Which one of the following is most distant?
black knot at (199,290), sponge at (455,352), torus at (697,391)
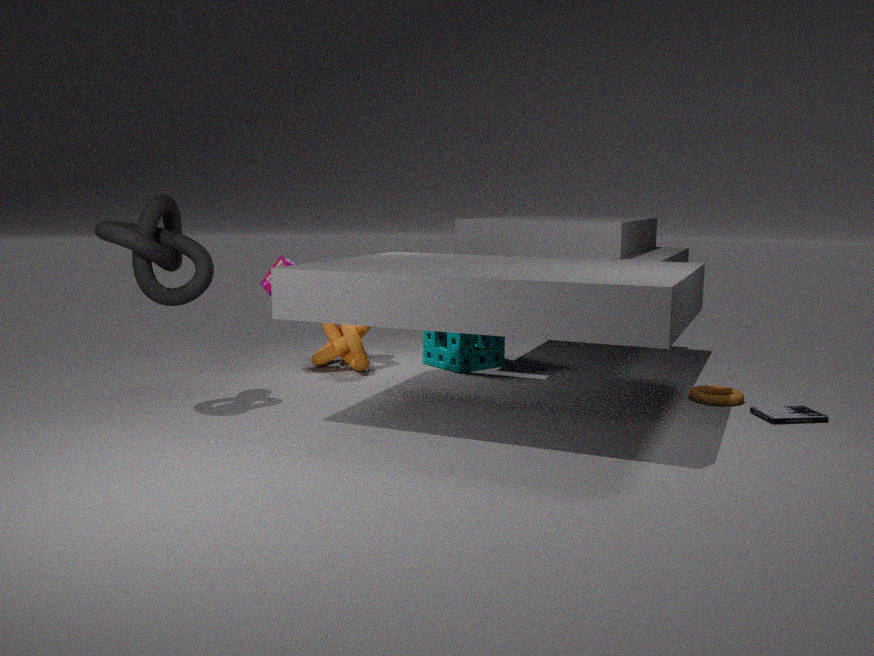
sponge at (455,352)
